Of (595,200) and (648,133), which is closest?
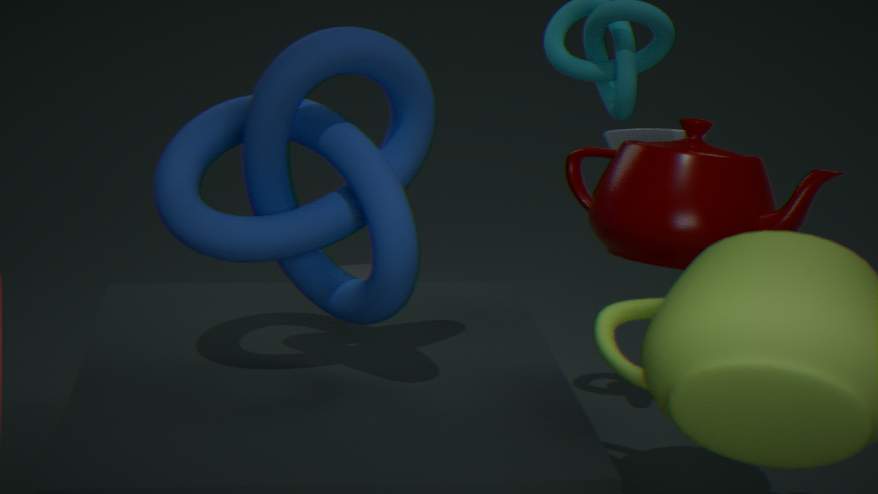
(595,200)
